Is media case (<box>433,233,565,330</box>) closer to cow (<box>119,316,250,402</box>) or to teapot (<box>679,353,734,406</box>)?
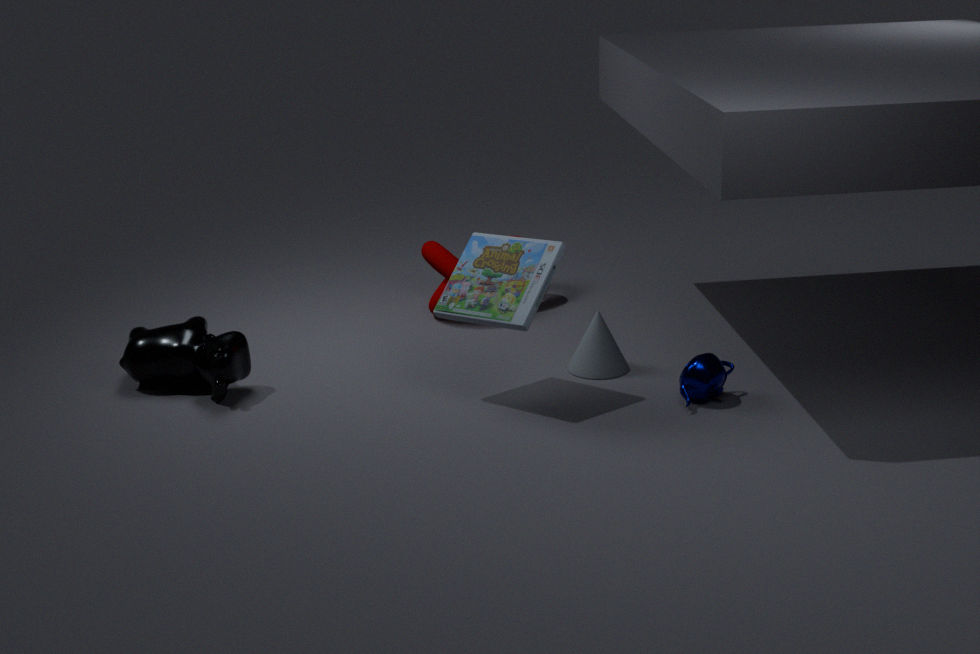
teapot (<box>679,353,734,406</box>)
